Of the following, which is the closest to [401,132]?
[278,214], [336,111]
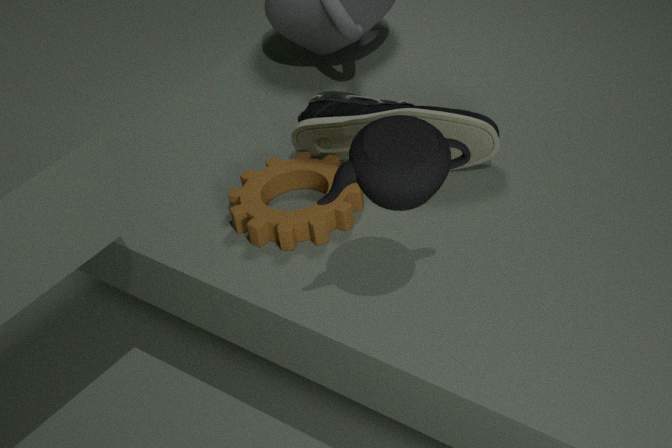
[278,214]
